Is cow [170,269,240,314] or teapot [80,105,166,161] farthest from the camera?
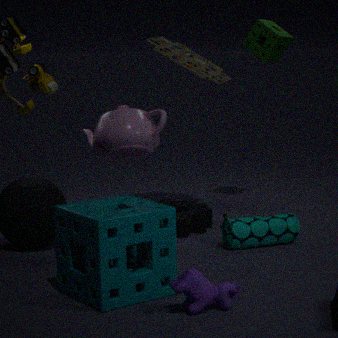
teapot [80,105,166,161]
